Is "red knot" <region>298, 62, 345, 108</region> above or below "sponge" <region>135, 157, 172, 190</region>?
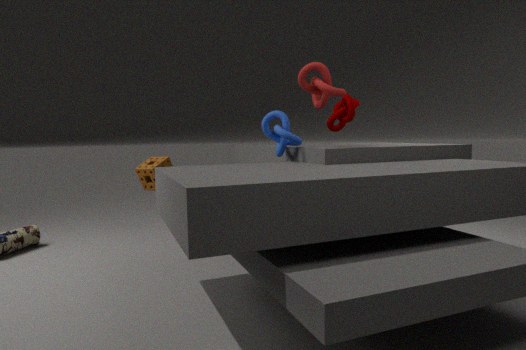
above
